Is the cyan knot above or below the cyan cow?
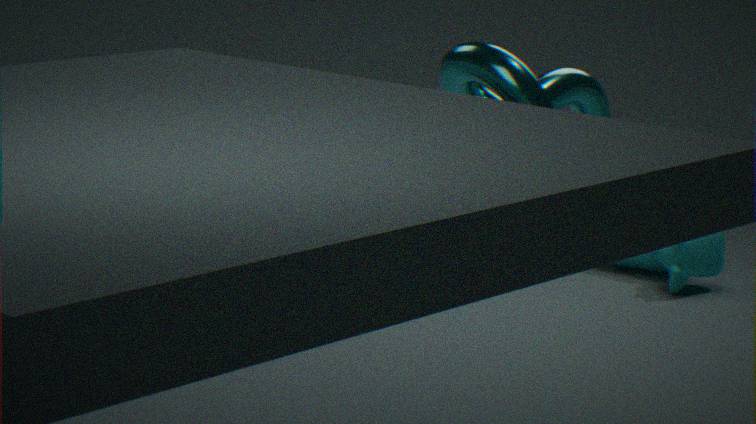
above
